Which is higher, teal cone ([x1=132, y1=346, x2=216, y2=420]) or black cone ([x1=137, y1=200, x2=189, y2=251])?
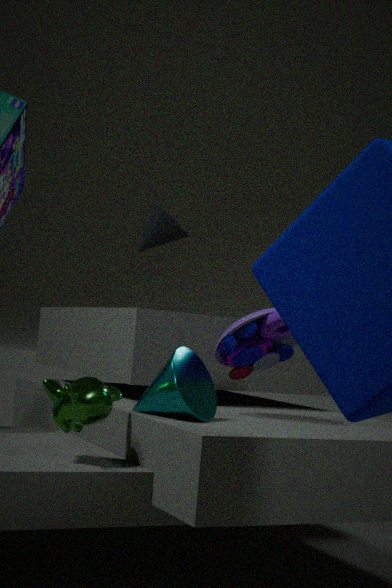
black cone ([x1=137, y1=200, x2=189, y2=251])
